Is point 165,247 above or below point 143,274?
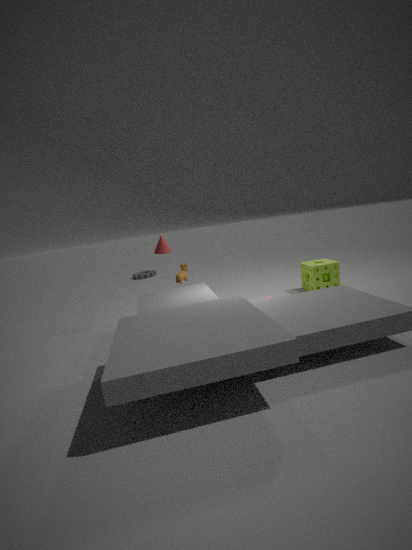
above
